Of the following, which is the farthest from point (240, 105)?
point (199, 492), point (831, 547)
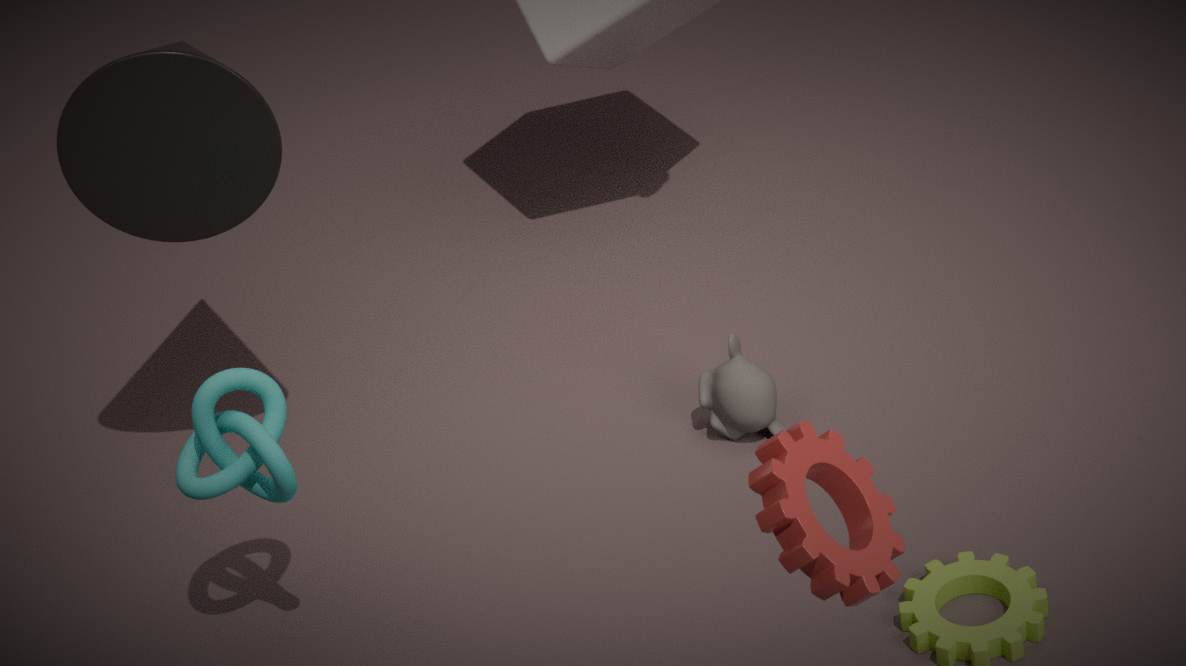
point (831, 547)
